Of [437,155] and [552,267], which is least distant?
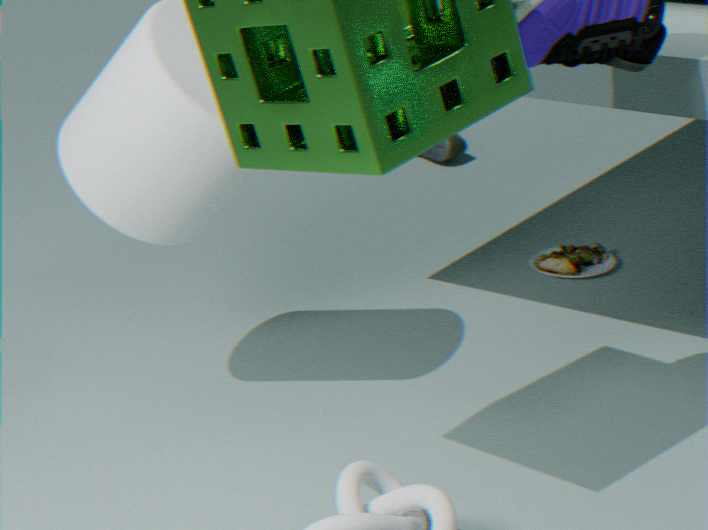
[552,267]
